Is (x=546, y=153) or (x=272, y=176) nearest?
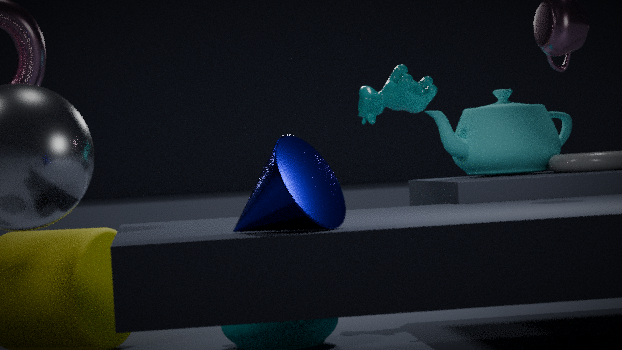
(x=272, y=176)
